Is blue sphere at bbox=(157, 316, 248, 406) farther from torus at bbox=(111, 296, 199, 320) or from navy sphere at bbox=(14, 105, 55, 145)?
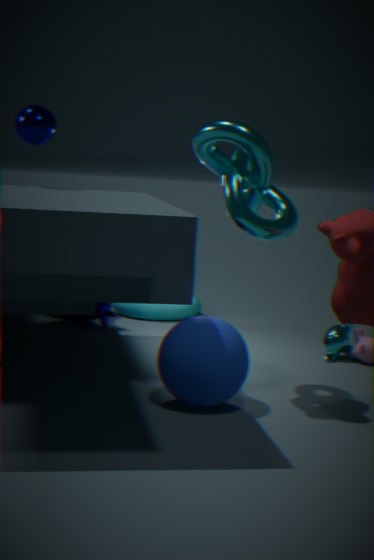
torus at bbox=(111, 296, 199, 320)
